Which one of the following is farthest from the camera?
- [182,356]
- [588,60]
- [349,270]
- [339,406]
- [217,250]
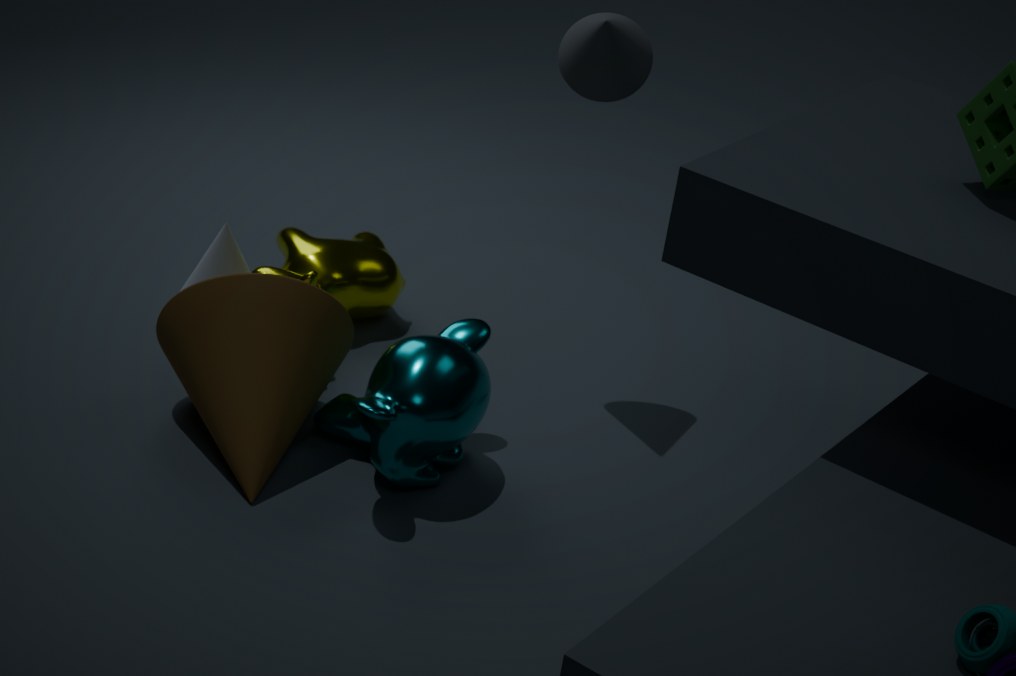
[217,250]
